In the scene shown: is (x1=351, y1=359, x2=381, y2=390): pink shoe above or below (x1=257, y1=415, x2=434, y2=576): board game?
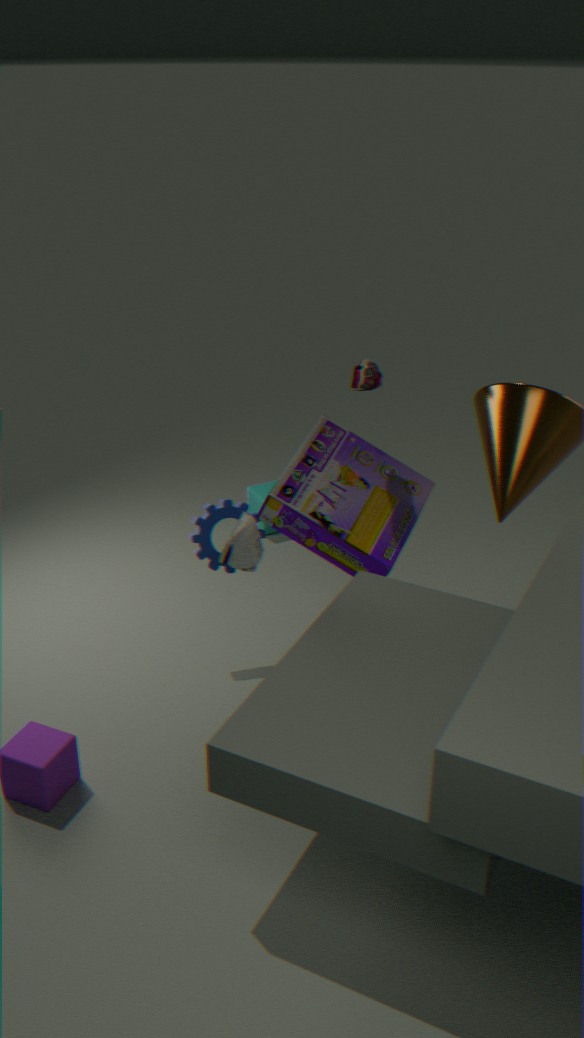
above
